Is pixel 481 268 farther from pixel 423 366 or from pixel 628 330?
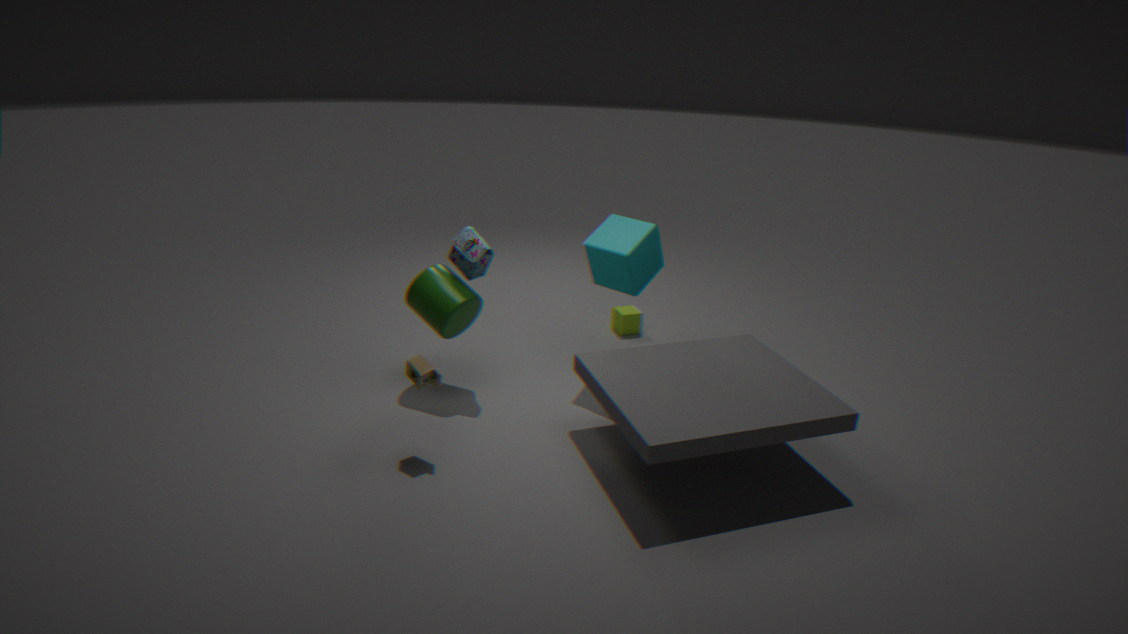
pixel 628 330
